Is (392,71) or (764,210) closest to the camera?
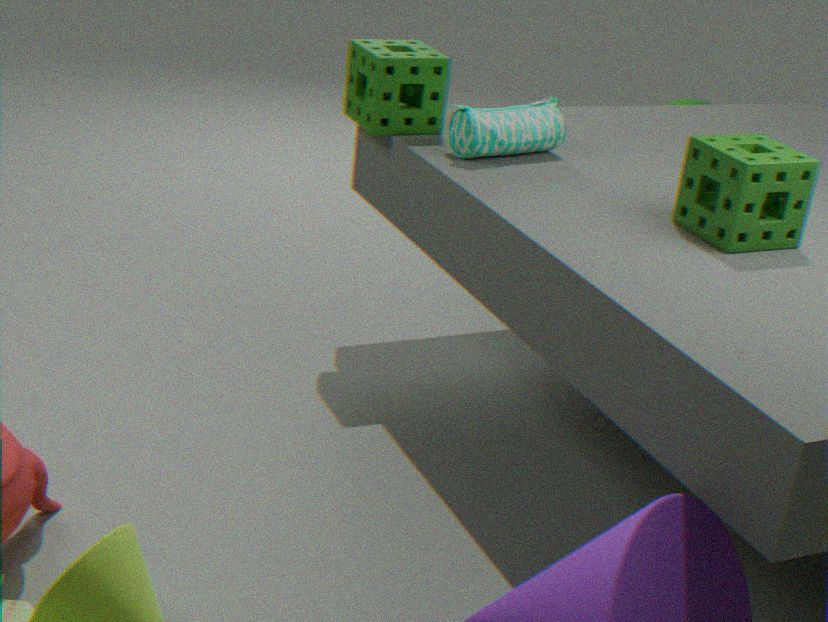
(764,210)
